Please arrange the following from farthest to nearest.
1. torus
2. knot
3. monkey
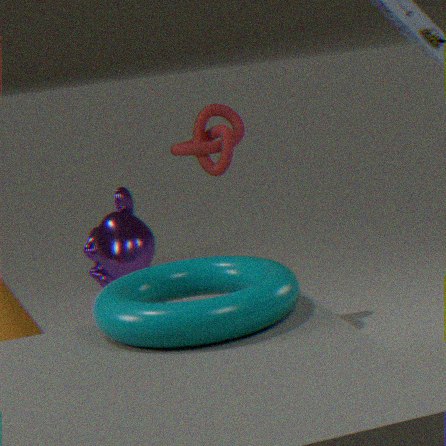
monkey < knot < torus
